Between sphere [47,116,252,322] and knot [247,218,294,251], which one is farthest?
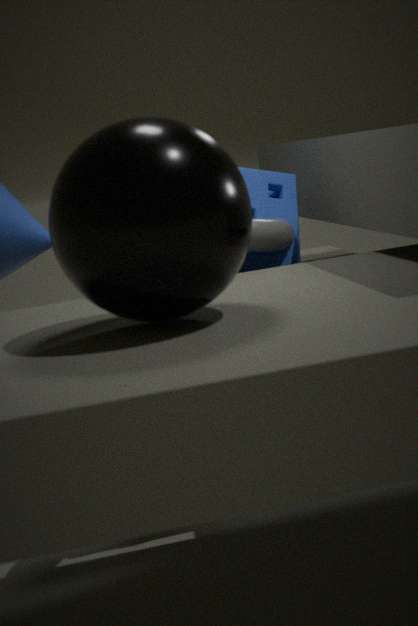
knot [247,218,294,251]
